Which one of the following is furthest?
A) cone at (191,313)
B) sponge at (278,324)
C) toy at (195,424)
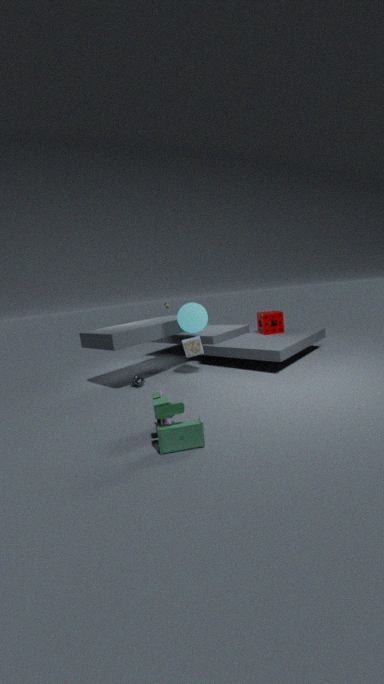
sponge at (278,324)
